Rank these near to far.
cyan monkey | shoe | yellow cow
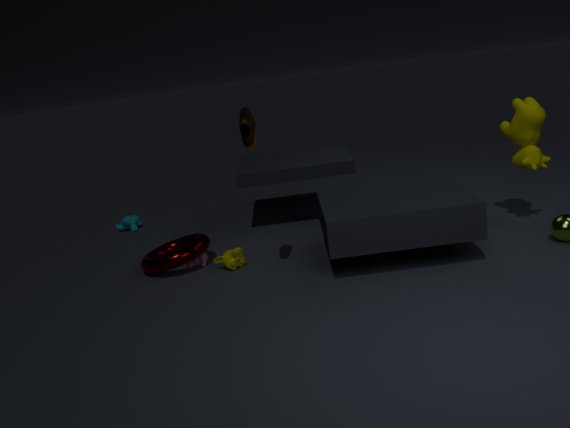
shoe → yellow cow → cyan monkey
